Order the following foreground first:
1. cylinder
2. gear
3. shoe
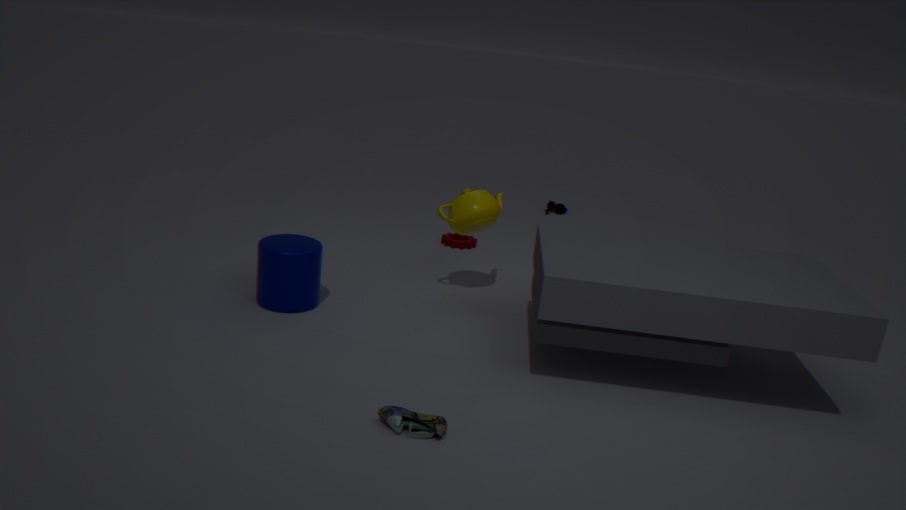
Answer: 1. shoe
2. cylinder
3. gear
